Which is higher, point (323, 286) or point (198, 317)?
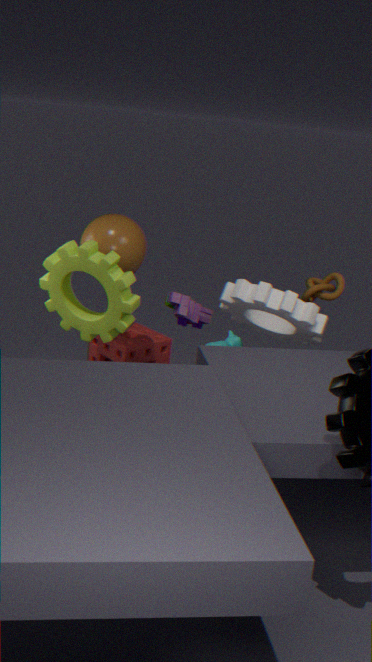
point (323, 286)
